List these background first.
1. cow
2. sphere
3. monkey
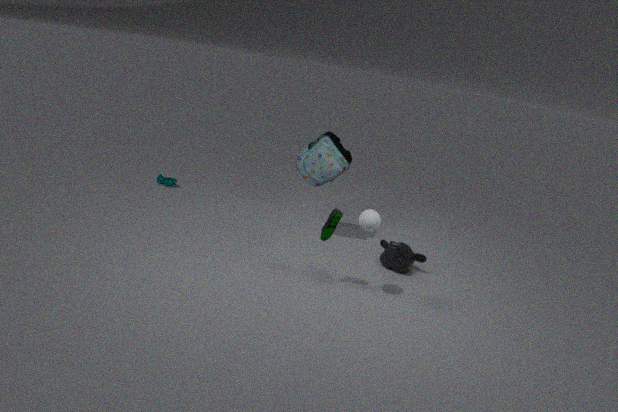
cow → monkey → sphere
